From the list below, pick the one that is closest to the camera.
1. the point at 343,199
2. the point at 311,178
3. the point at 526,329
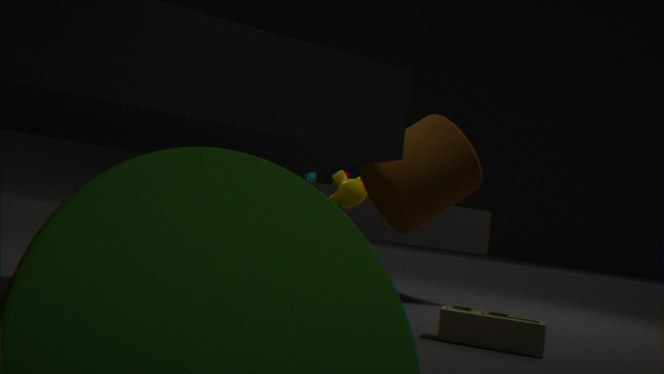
the point at 526,329
